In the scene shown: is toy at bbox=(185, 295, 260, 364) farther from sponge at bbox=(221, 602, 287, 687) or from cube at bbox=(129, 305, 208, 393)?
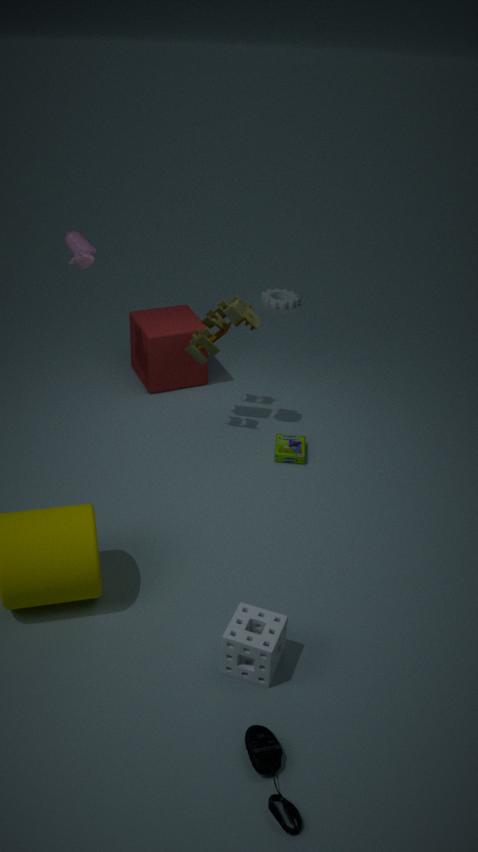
sponge at bbox=(221, 602, 287, 687)
